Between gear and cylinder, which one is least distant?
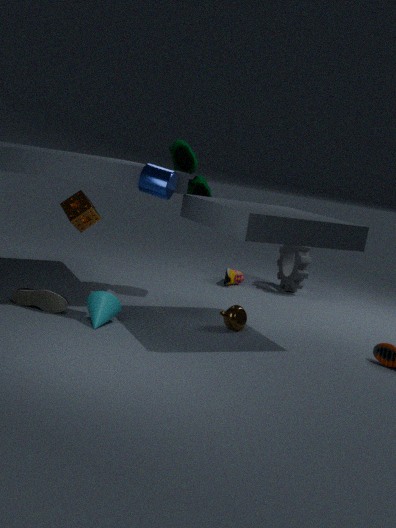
cylinder
